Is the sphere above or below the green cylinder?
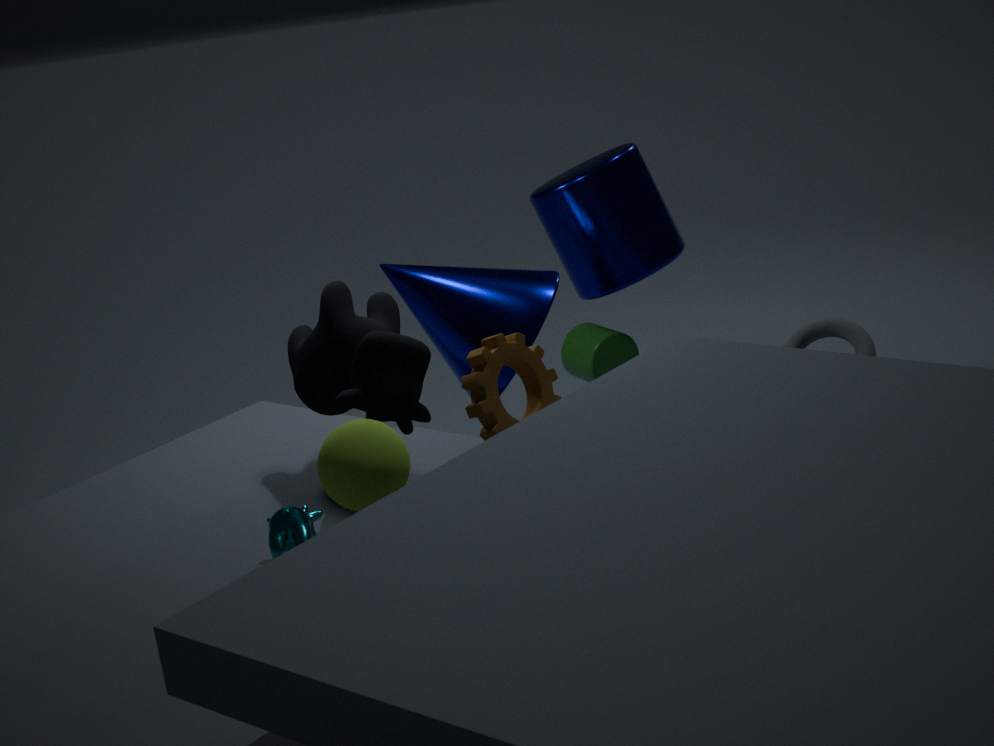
above
